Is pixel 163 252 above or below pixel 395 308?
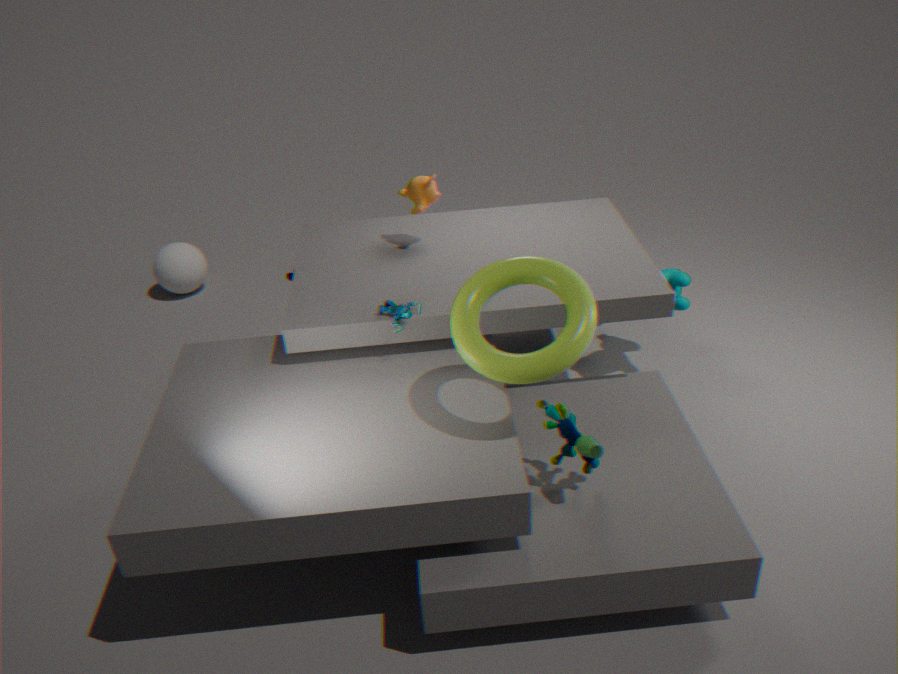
below
